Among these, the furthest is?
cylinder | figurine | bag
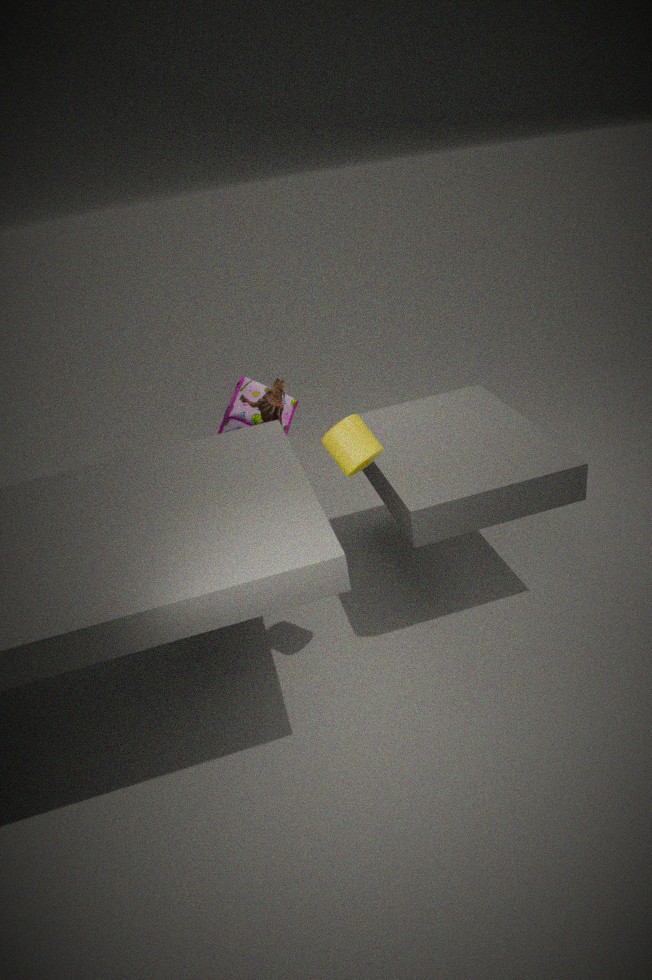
bag
